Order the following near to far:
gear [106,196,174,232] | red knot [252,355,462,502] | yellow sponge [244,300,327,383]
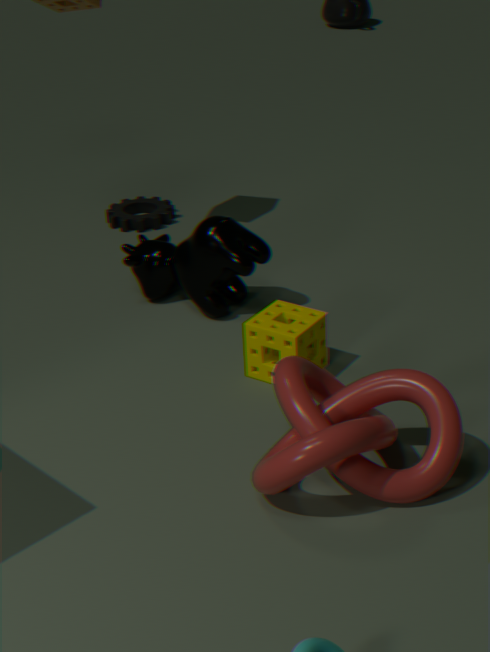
red knot [252,355,462,502], yellow sponge [244,300,327,383], gear [106,196,174,232]
